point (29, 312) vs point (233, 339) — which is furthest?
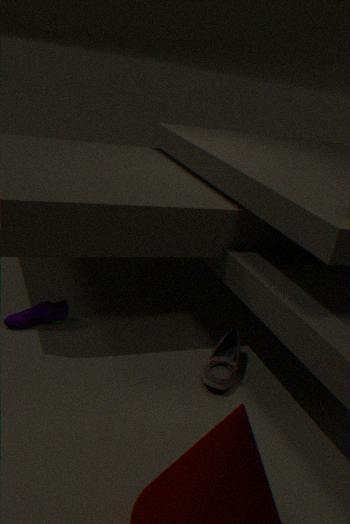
point (233, 339)
